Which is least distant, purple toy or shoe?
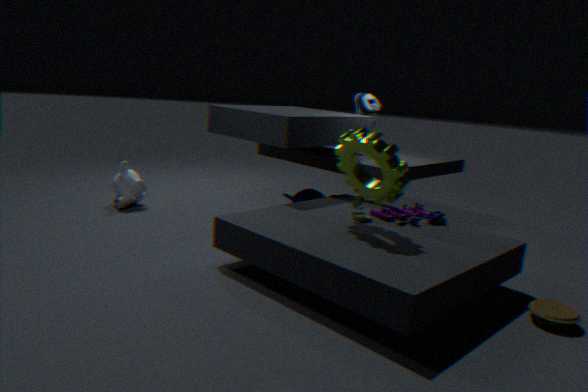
purple toy
